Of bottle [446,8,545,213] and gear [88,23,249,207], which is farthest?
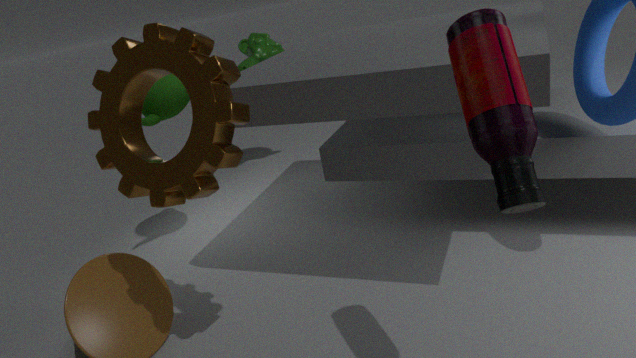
gear [88,23,249,207]
